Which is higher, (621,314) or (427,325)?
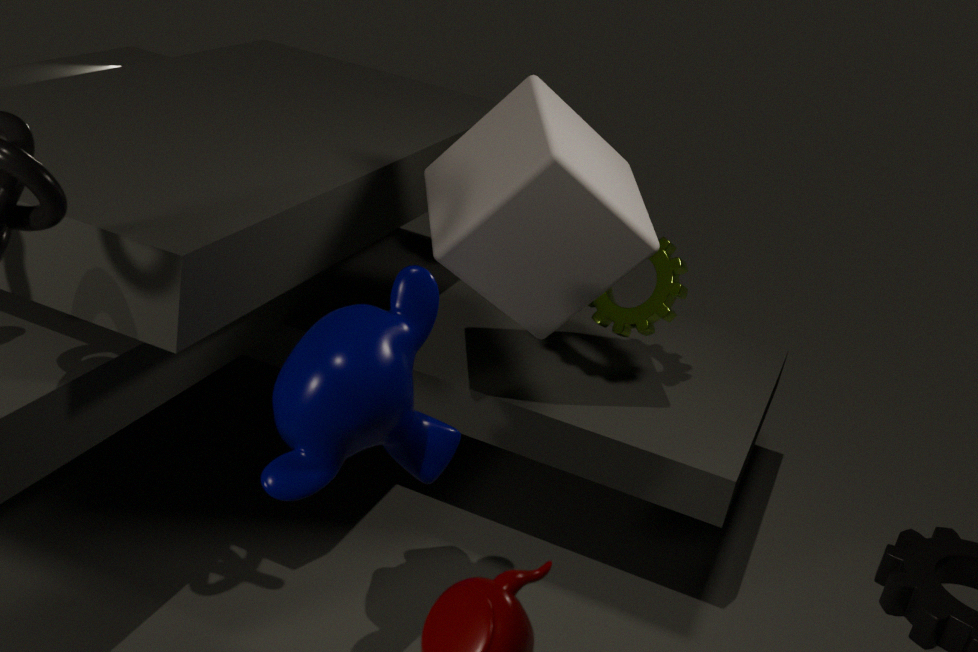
(621,314)
